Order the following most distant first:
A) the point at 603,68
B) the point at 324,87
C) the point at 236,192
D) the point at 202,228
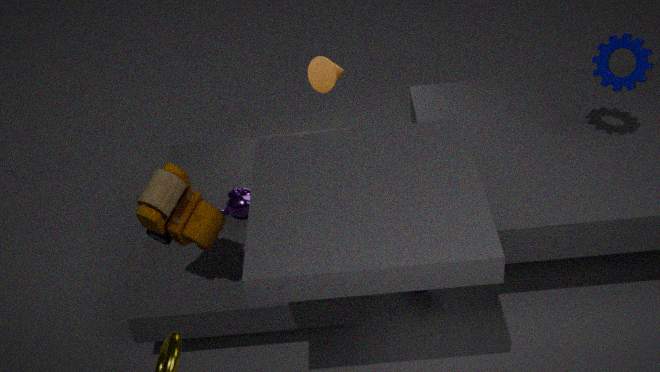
the point at 324,87
the point at 236,192
the point at 603,68
the point at 202,228
